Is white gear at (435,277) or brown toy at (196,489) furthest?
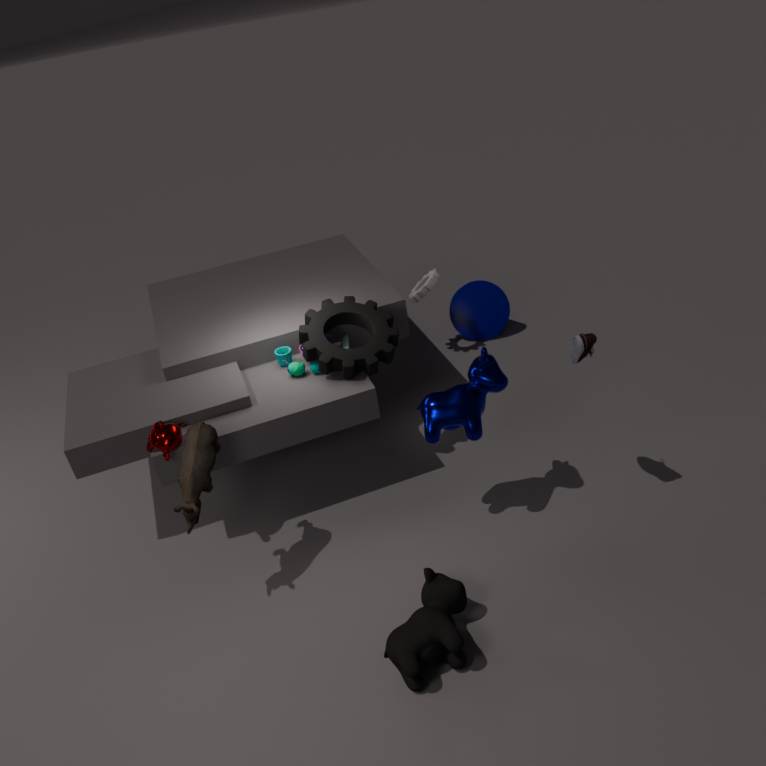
white gear at (435,277)
